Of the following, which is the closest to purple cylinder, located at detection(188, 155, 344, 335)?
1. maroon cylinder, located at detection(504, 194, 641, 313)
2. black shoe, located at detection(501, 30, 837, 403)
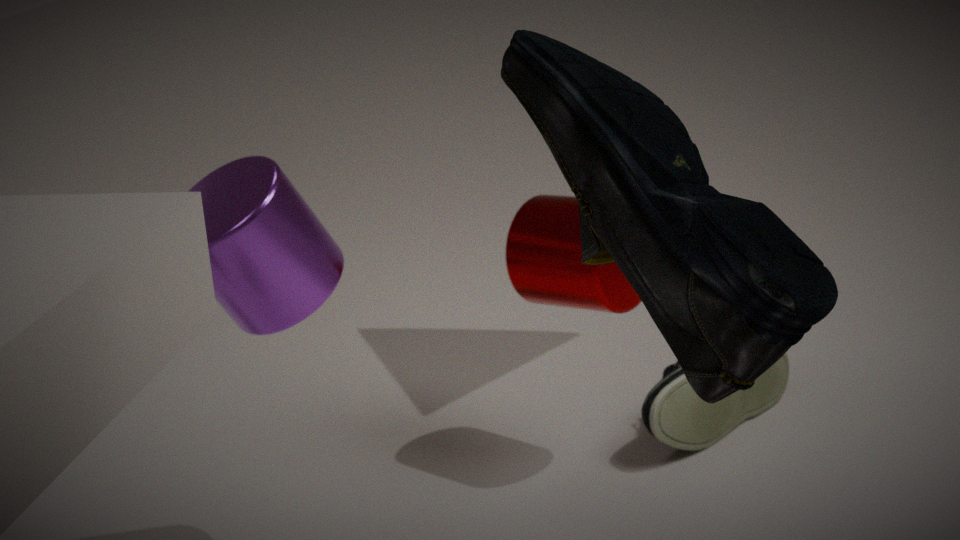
maroon cylinder, located at detection(504, 194, 641, 313)
